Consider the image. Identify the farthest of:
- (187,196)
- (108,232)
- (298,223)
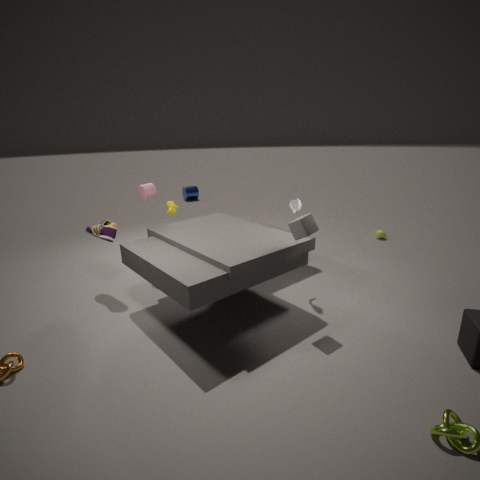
(187,196)
